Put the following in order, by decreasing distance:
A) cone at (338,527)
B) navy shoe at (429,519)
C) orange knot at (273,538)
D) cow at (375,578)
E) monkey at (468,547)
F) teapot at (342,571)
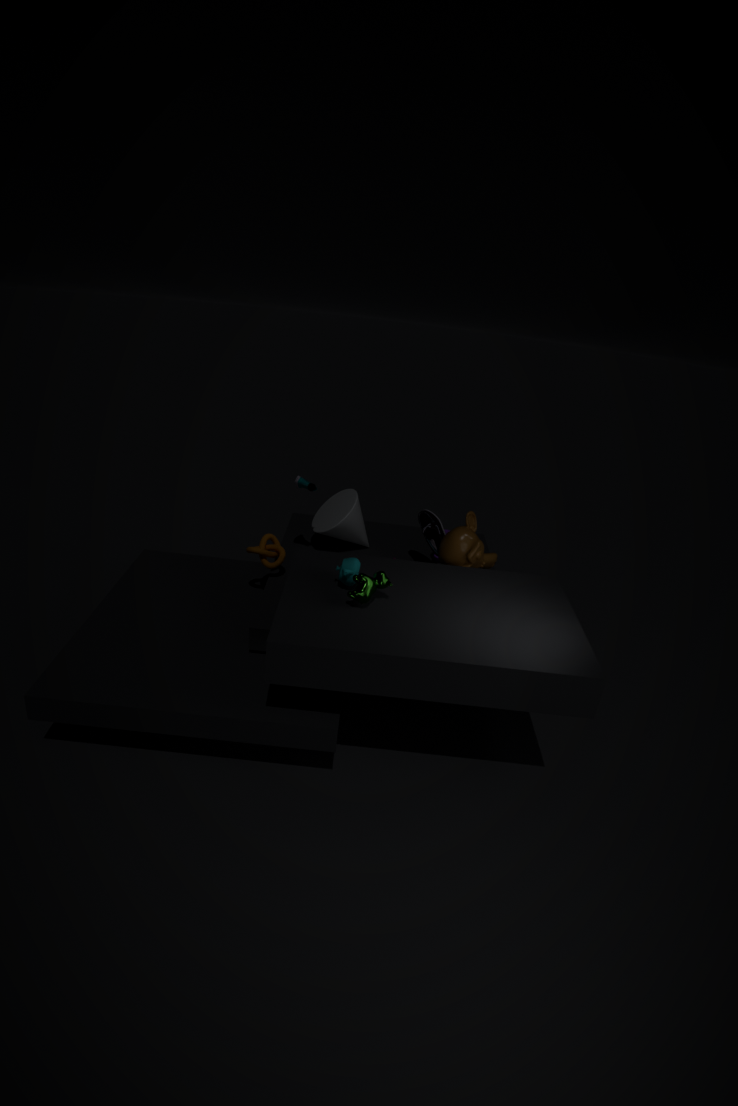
cone at (338,527)
navy shoe at (429,519)
orange knot at (273,538)
monkey at (468,547)
teapot at (342,571)
cow at (375,578)
